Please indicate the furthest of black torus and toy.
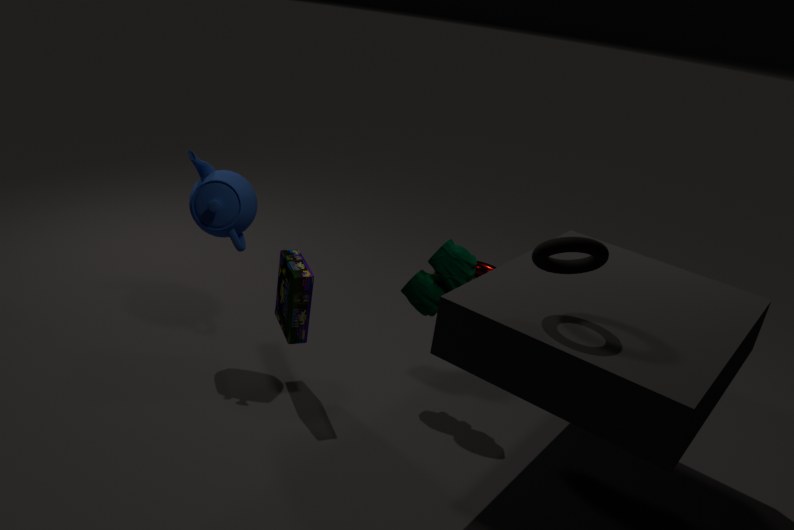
toy
